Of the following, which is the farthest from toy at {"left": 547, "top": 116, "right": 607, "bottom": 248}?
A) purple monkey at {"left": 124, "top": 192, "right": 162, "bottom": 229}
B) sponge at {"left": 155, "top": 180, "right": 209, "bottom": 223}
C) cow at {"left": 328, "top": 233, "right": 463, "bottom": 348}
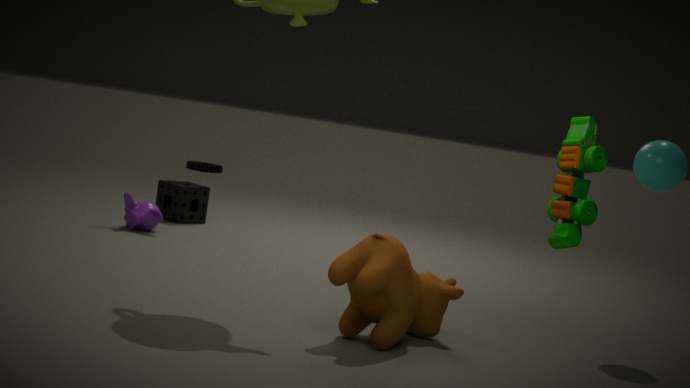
sponge at {"left": 155, "top": 180, "right": 209, "bottom": 223}
